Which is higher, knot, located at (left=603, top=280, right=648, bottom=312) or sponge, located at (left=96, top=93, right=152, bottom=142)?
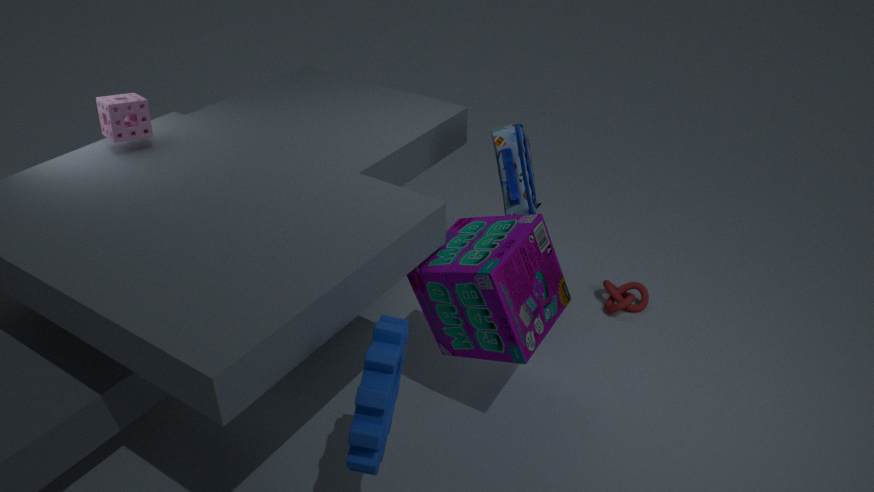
sponge, located at (left=96, top=93, right=152, bottom=142)
